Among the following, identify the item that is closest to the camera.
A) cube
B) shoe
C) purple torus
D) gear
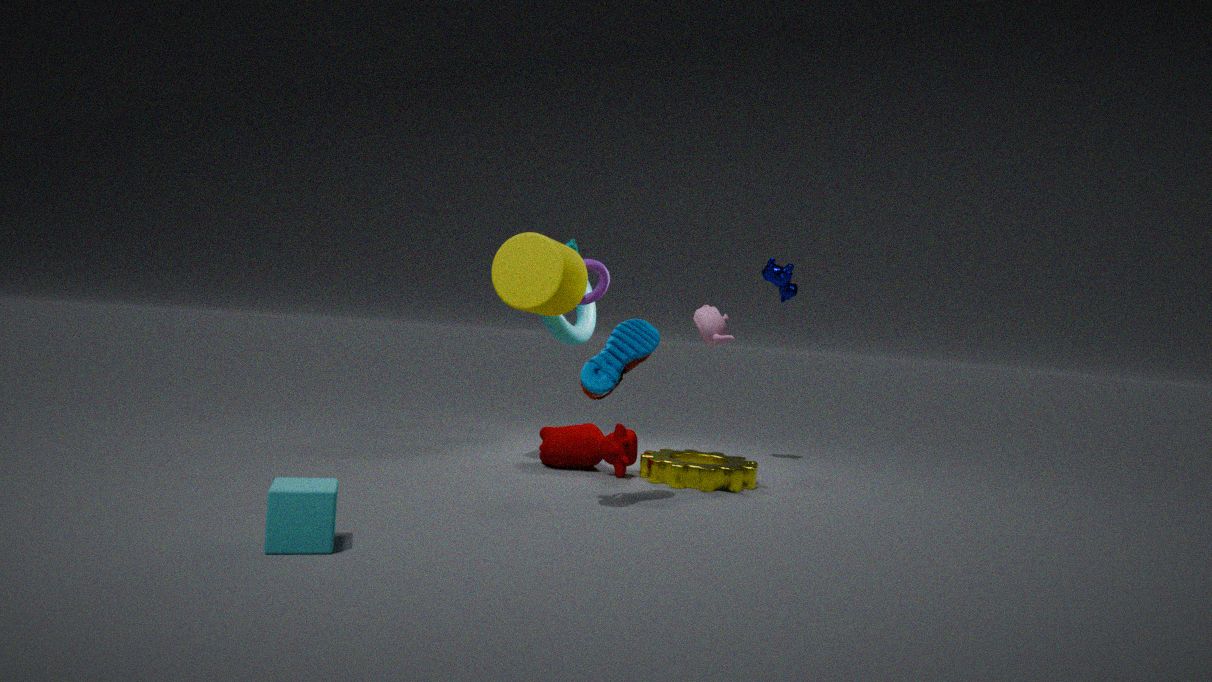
cube
